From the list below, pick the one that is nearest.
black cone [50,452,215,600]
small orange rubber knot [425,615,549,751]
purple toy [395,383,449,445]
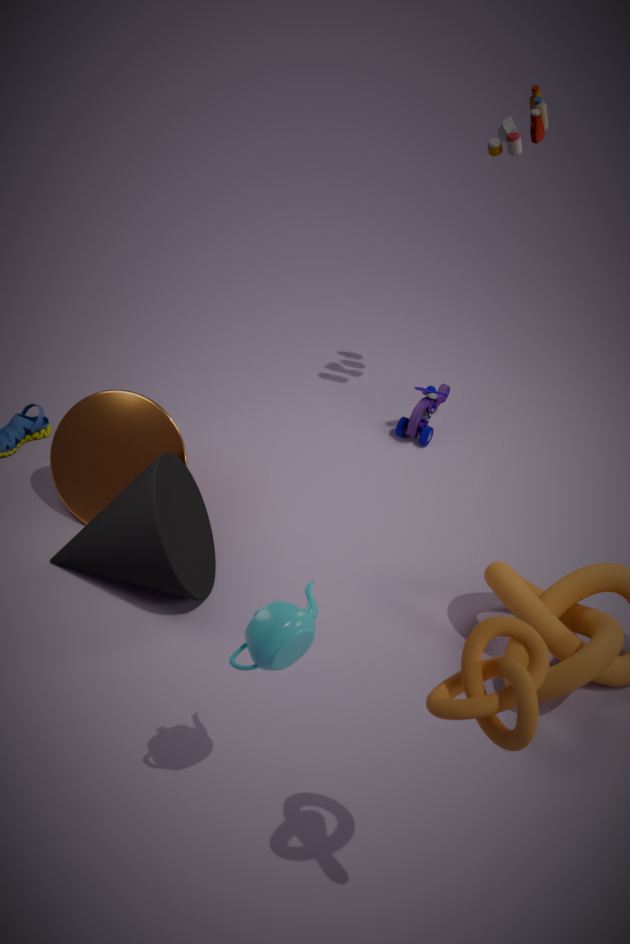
small orange rubber knot [425,615,549,751]
